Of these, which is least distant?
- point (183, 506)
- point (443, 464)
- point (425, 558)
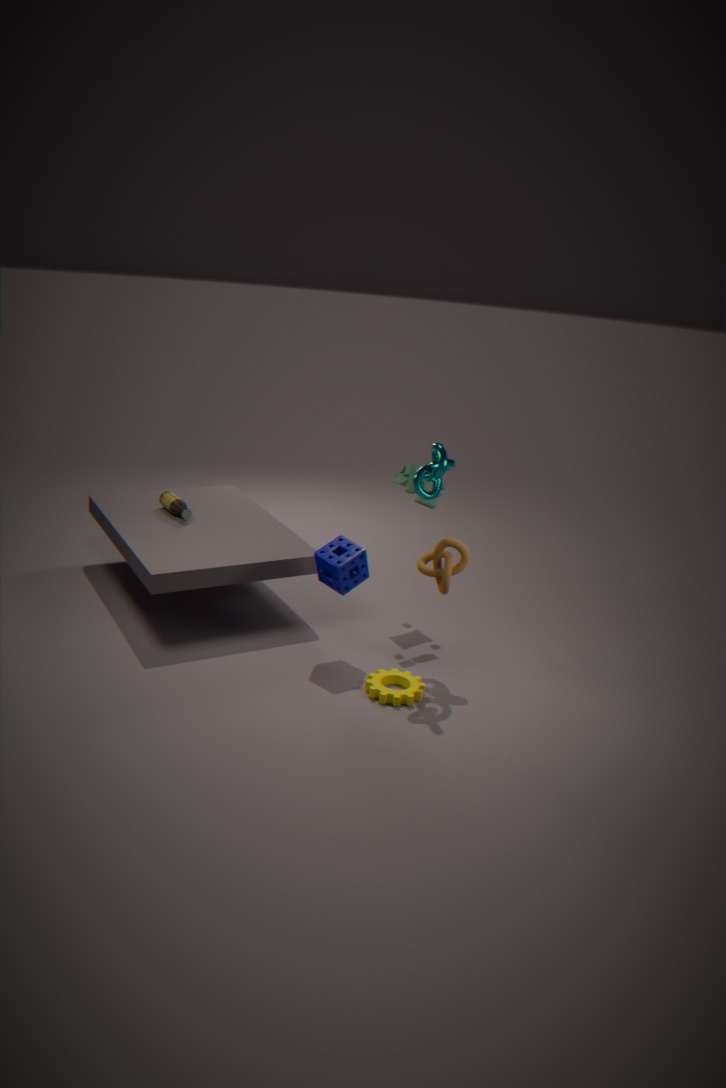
point (443, 464)
